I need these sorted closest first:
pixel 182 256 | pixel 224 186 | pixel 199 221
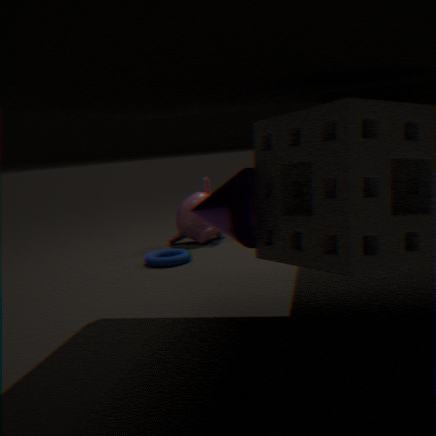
pixel 224 186 → pixel 182 256 → pixel 199 221
